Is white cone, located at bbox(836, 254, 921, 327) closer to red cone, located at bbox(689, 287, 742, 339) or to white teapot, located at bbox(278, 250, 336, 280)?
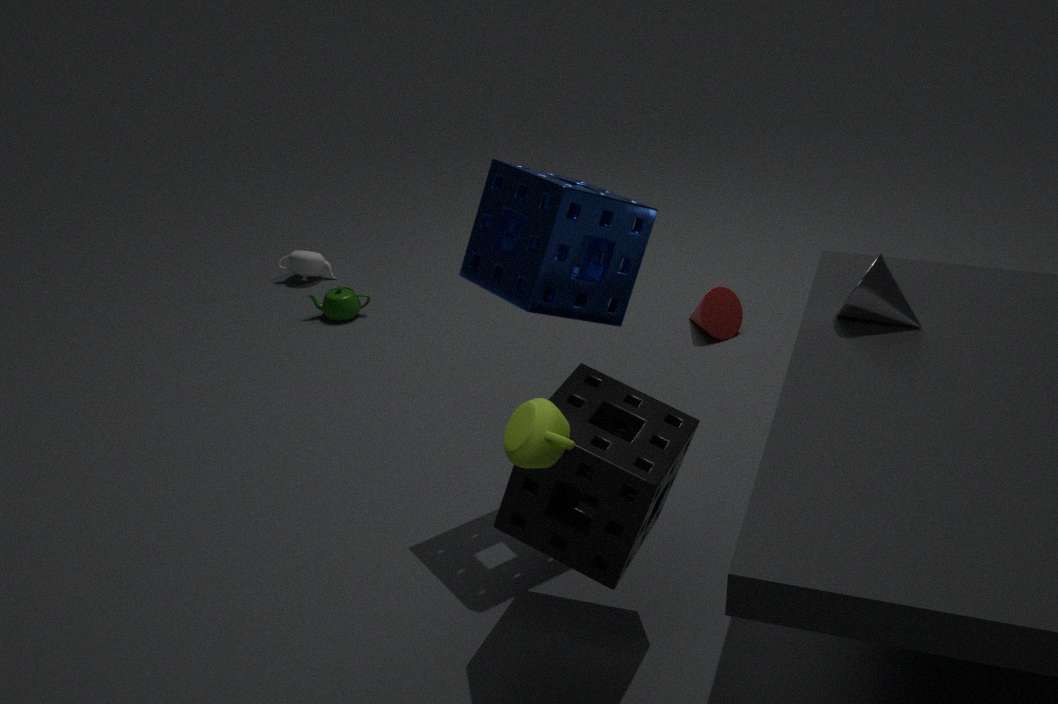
red cone, located at bbox(689, 287, 742, 339)
